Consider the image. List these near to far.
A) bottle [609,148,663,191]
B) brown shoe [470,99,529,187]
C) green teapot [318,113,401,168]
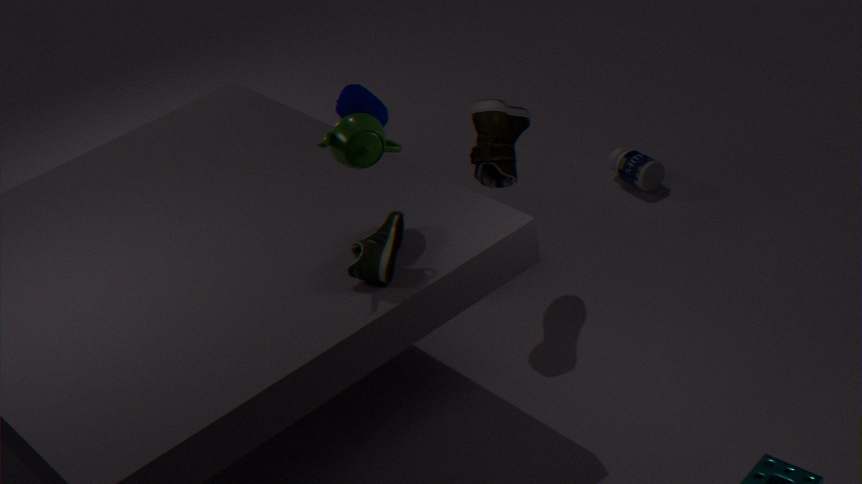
C. green teapot [318,113,401,168] → B. brown shoe [470,99,529,187] → A. bottle [609,148,663,191]
